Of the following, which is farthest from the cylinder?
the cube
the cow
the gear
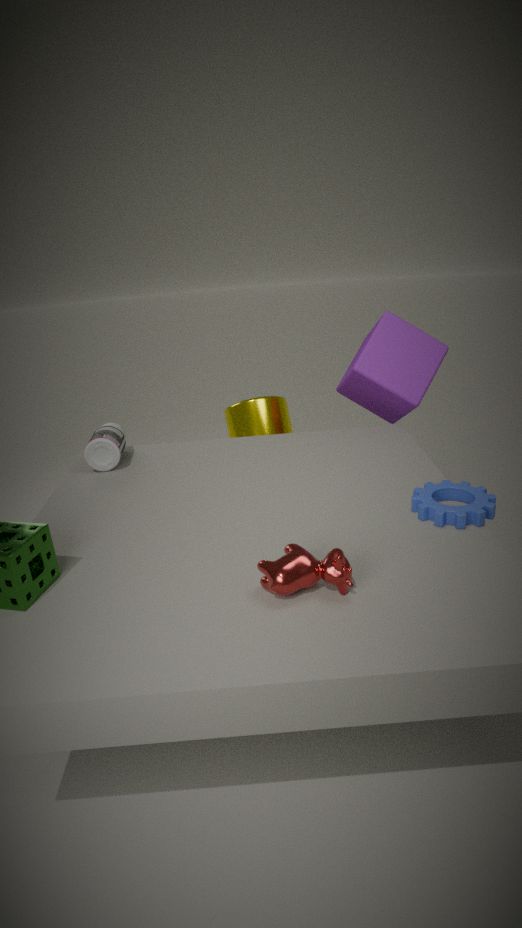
the cow
